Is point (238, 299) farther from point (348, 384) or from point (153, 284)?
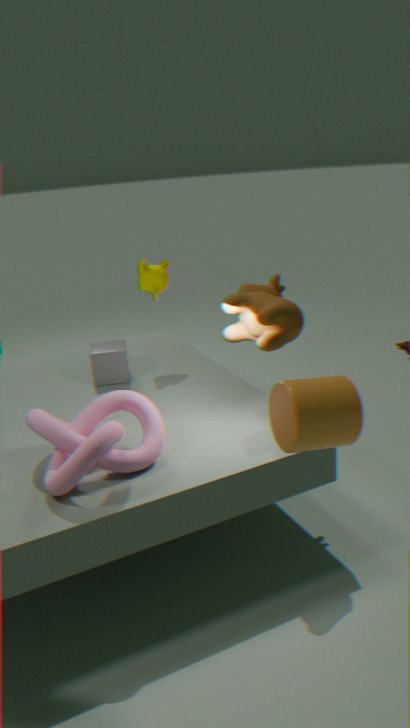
point (348, 384)
